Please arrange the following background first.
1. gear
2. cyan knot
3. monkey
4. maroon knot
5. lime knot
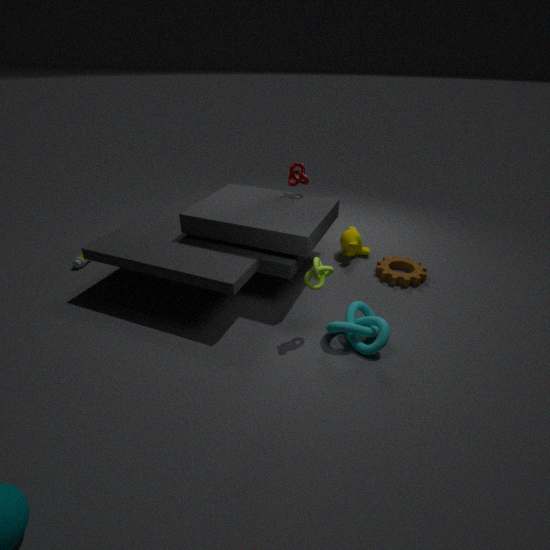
monkey < maroon knot < gear < cyan knot < lime knot
